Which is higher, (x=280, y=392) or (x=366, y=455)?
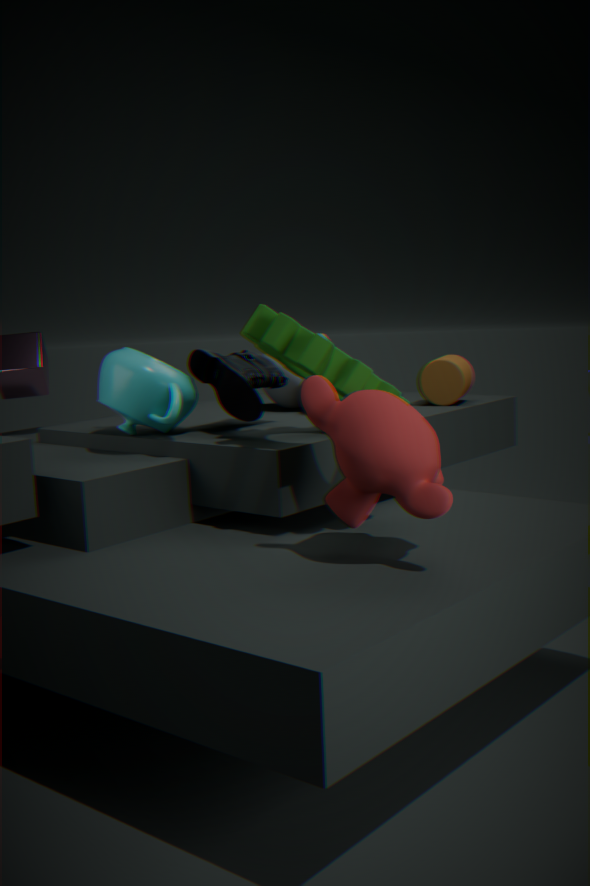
(x=280, y=392)
